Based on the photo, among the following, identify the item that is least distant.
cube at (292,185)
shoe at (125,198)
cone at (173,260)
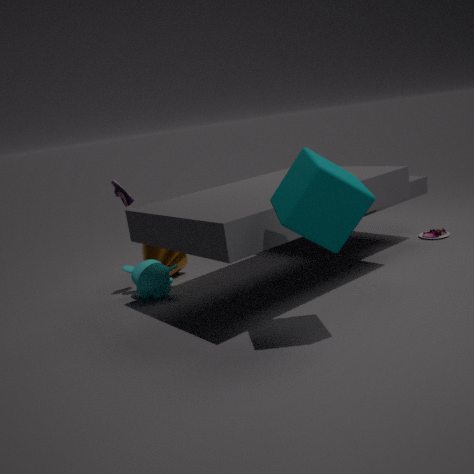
cube at (292,185)
